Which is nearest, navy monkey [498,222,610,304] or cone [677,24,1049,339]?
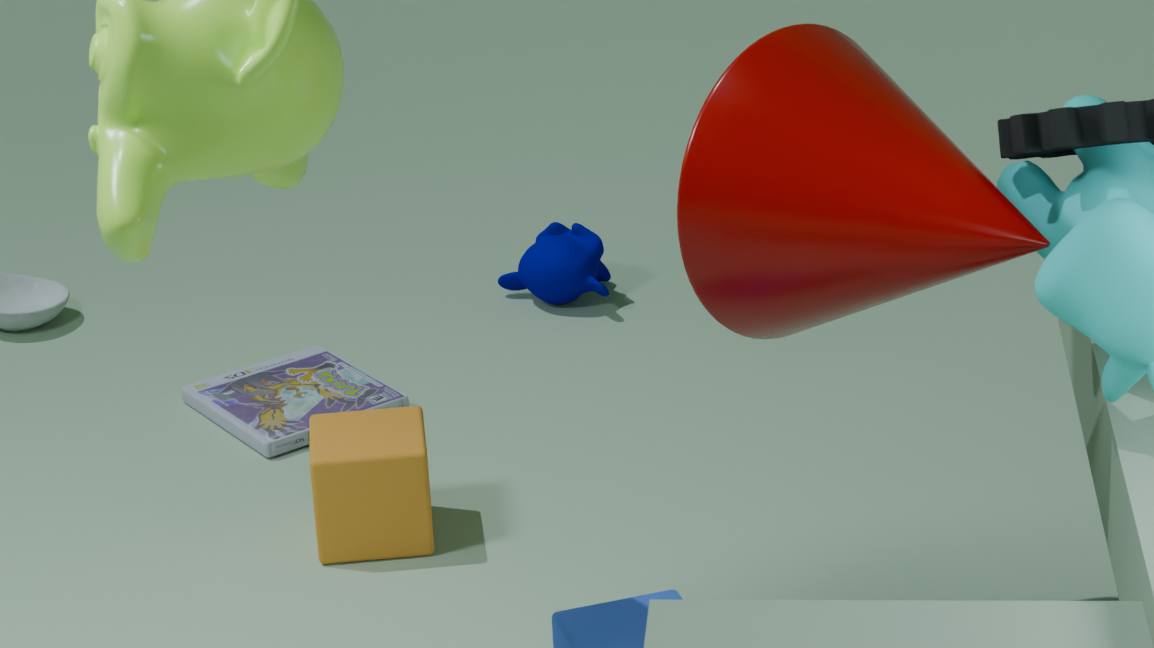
cone [677,24,1049,339]
